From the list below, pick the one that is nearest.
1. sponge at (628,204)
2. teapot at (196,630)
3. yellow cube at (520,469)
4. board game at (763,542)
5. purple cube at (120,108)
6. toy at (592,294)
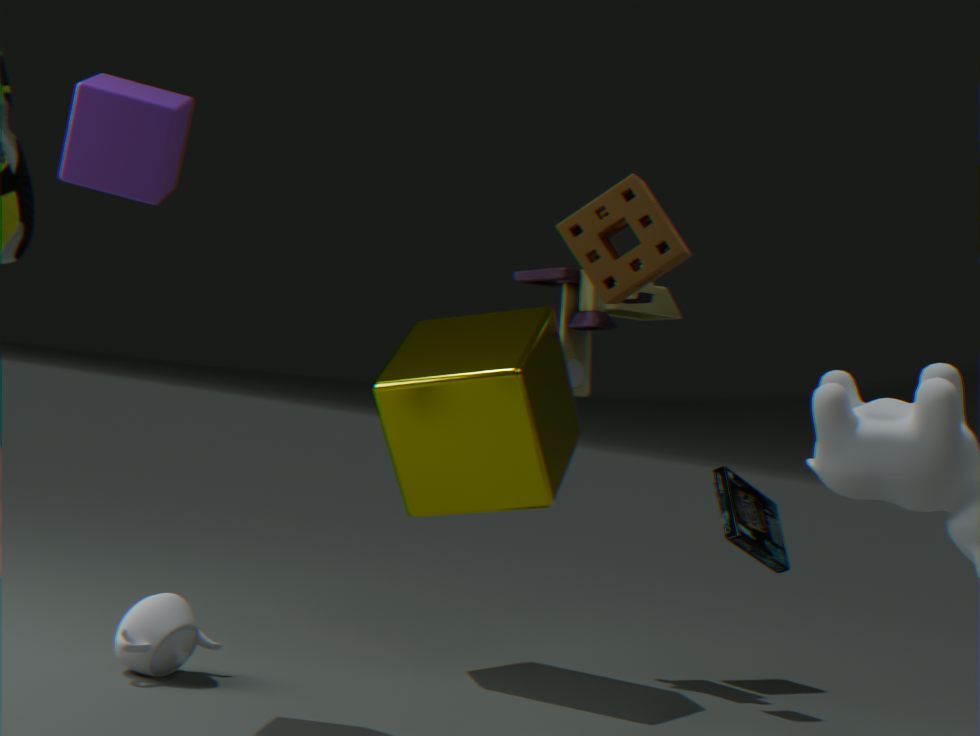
purple cube at (120,108)
